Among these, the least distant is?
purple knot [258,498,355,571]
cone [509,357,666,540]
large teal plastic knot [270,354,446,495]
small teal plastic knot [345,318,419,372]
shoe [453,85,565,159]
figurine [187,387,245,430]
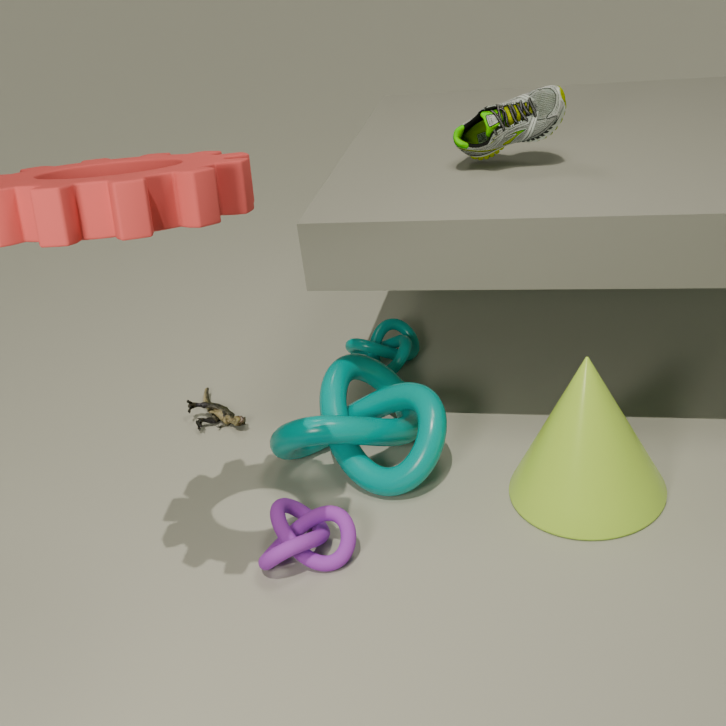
purple knot [258,498,355,571]
